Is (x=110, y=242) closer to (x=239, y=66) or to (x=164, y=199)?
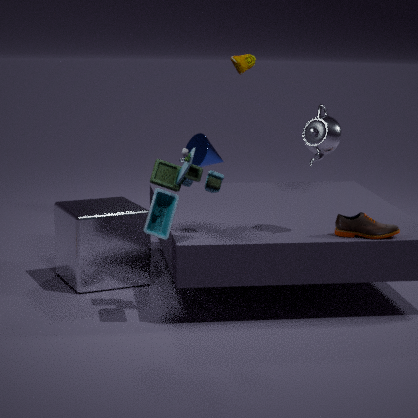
(x=164, y=199)
